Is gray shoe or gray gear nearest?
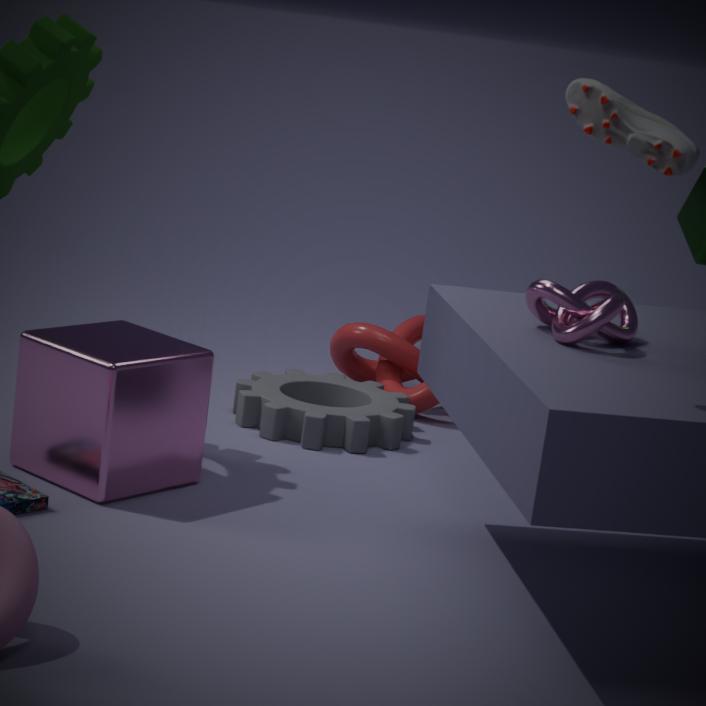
gray shoe
